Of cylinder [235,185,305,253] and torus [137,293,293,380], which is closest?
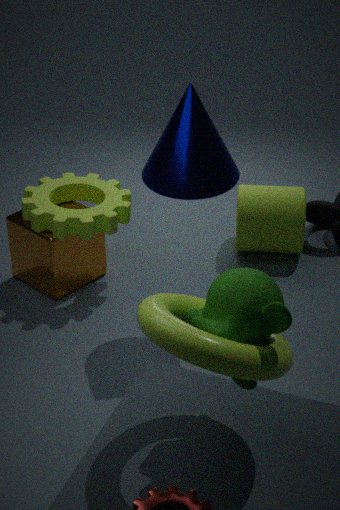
torus [137,293,293,380]
